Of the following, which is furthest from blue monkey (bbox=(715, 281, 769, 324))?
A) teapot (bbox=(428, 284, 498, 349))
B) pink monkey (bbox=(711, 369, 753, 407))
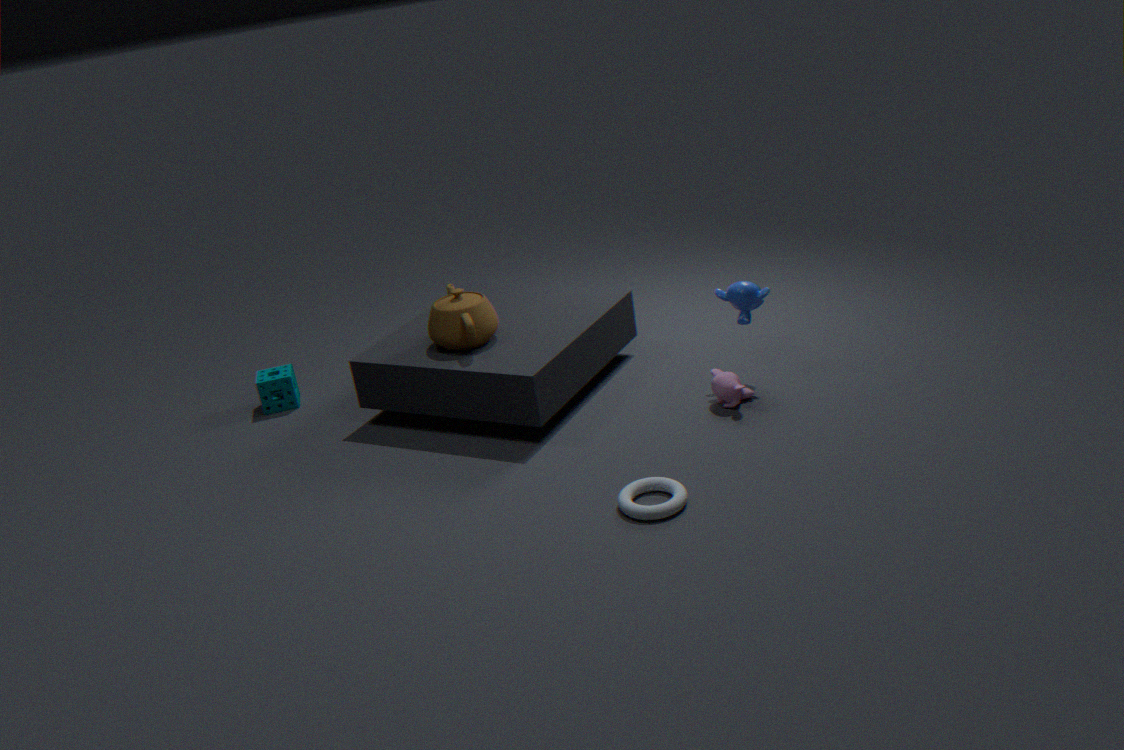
teapot (bbox=(428, 284, 498, 349))
